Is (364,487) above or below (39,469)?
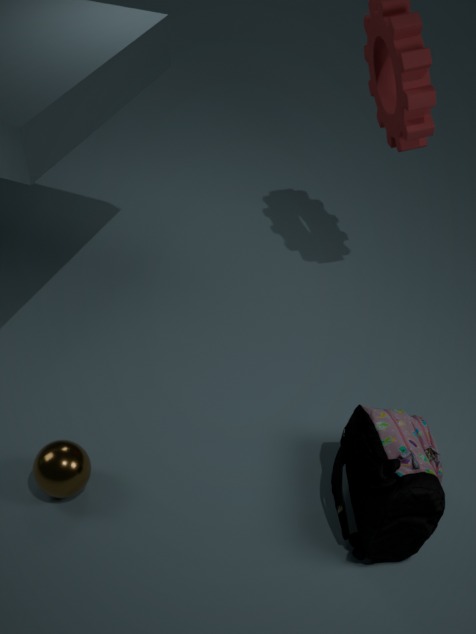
above
